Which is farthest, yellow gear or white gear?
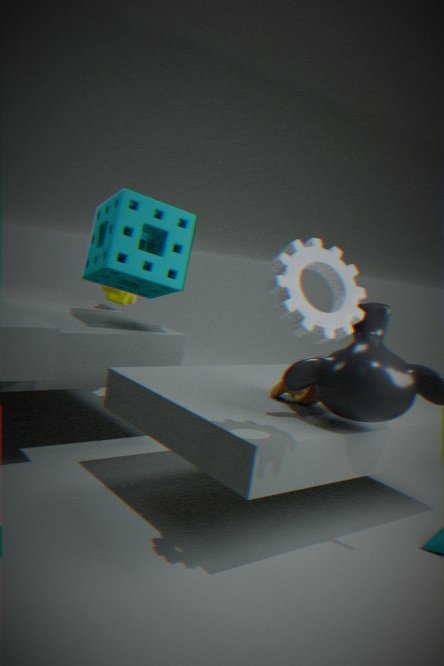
yellow gear
